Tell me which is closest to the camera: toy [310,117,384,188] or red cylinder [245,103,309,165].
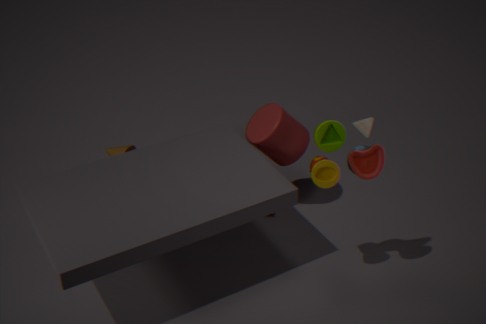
toy [310,117,384,188]
